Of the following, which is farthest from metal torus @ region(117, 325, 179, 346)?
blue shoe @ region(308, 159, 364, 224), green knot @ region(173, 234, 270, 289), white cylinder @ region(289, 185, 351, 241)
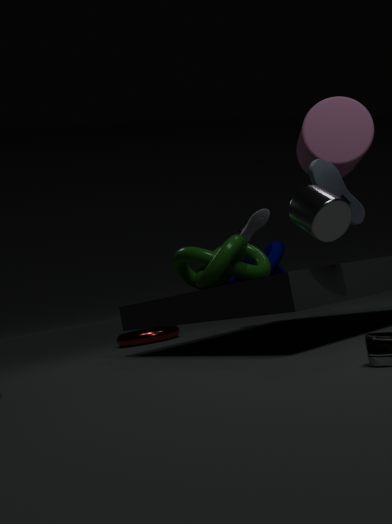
white cylinder @ region(289, 185, 351, 241)
